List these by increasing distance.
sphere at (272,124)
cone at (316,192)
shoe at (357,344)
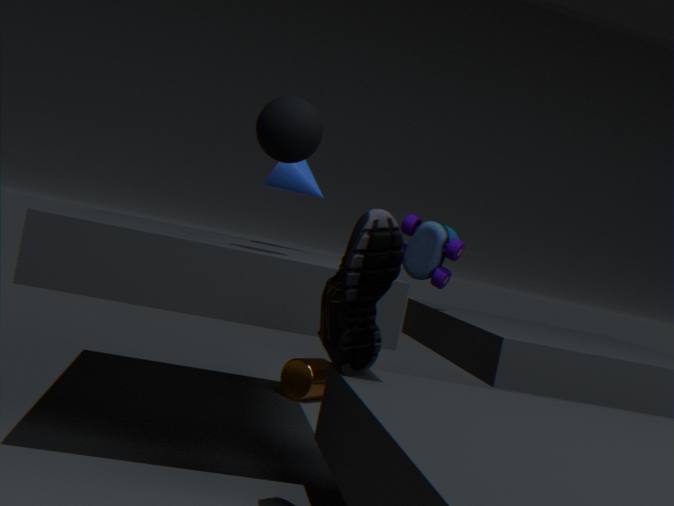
shoe at (357,344) → sphere at (272,124) → cone at (316,192)
